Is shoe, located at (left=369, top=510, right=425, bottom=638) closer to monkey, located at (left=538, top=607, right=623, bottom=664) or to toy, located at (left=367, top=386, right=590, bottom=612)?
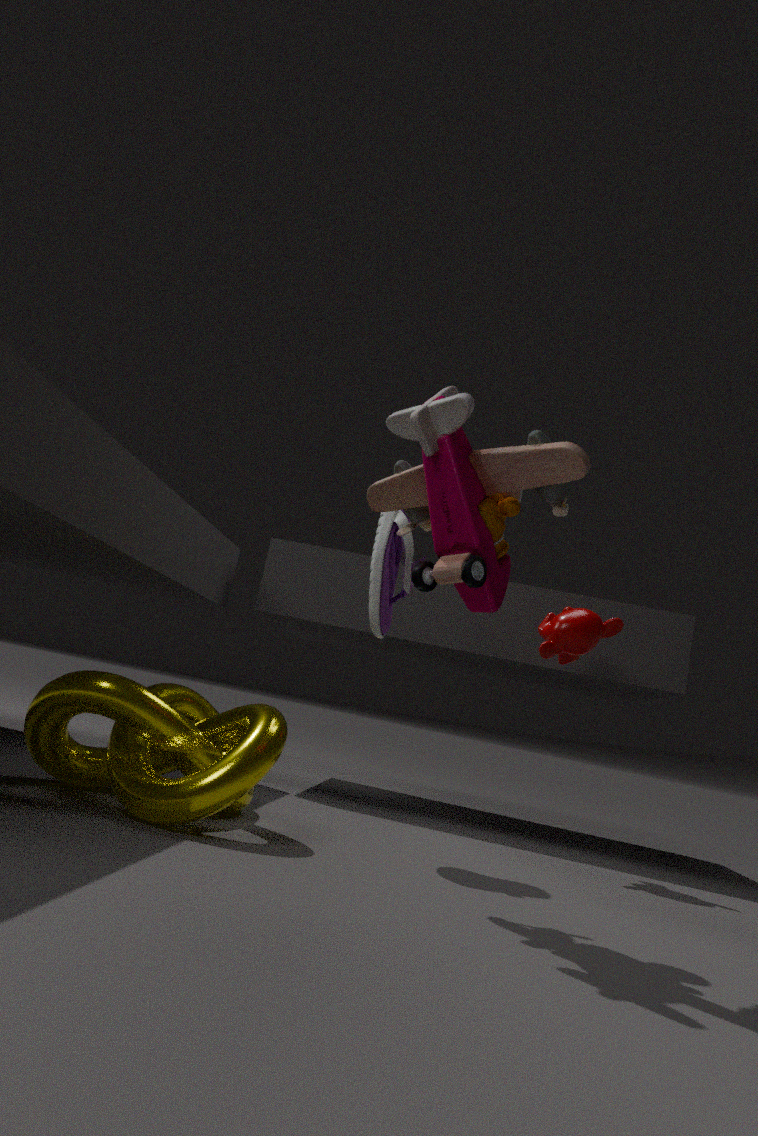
toy, located at (left=367, top=386, right=590, bottom=612)
